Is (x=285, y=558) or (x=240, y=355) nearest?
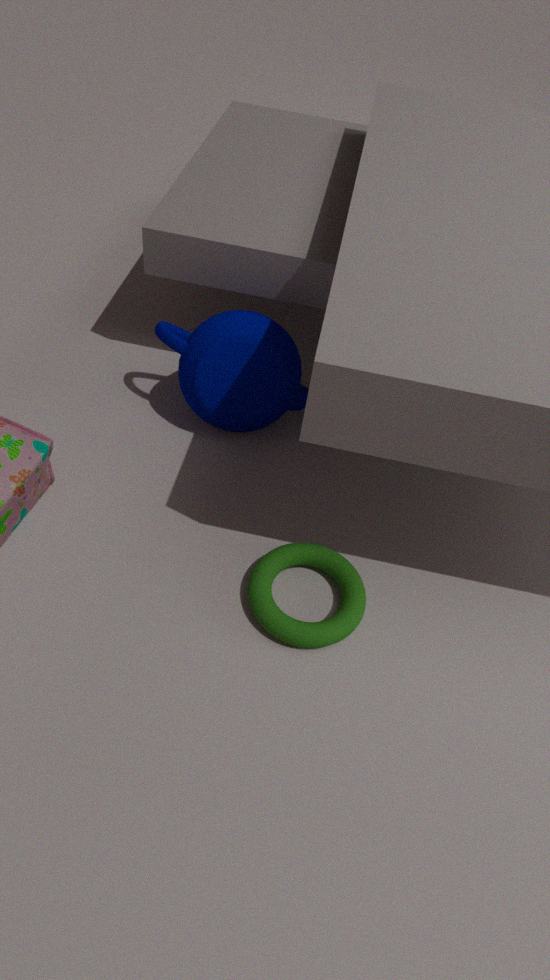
(x=285, y=558)
